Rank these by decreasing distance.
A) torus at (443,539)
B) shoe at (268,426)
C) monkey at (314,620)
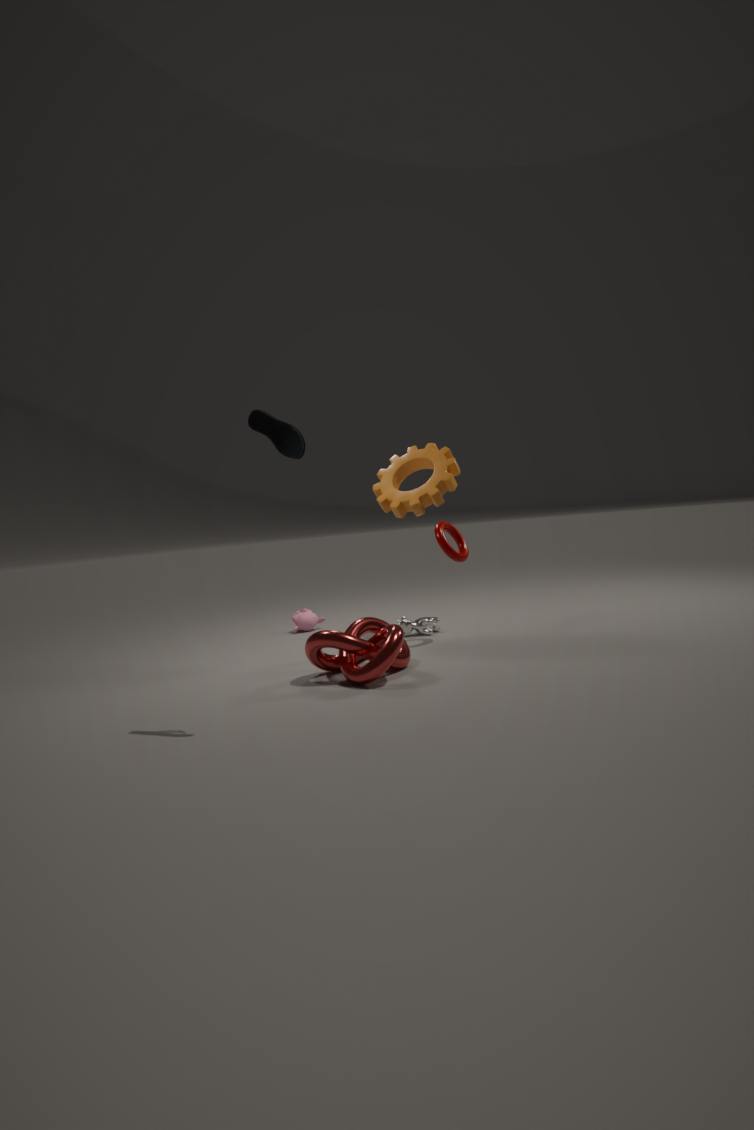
monkey at (314,620)
torus at (443,539)
shoe at (268,426)
